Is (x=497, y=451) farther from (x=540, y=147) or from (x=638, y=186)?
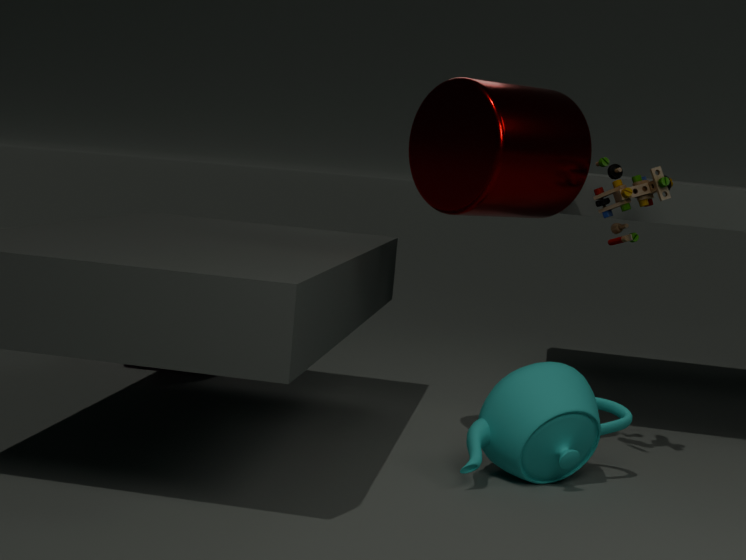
(x=540, y=147)
